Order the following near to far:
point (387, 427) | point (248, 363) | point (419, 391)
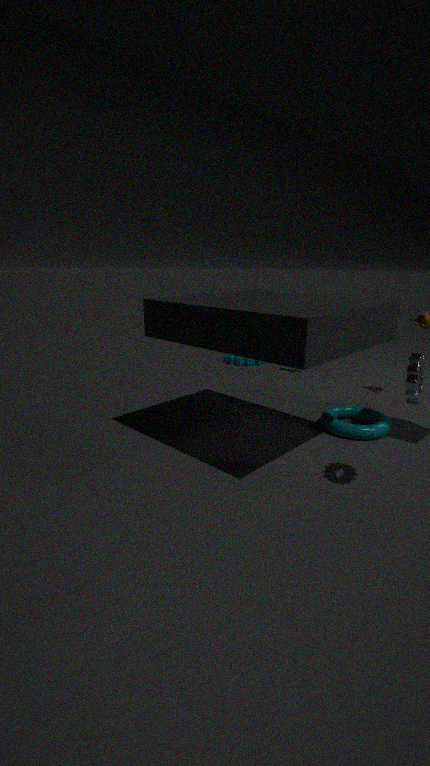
point (419, 391) < point (387, 427) < point (248, 363)
